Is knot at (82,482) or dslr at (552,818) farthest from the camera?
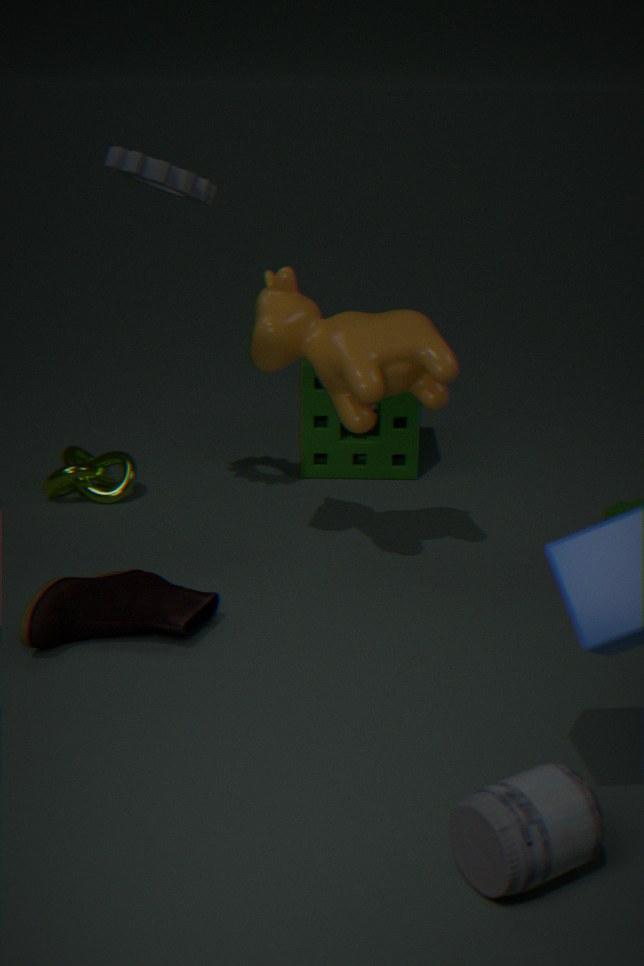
knot at (82,482)
